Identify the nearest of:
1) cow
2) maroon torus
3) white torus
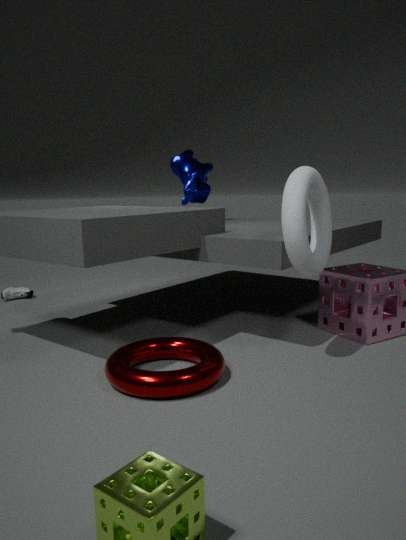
2. maroon torus
